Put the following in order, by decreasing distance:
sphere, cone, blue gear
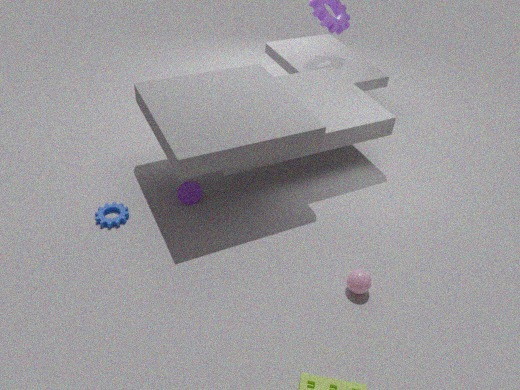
1. cone
2. blue gear
3. sphere
